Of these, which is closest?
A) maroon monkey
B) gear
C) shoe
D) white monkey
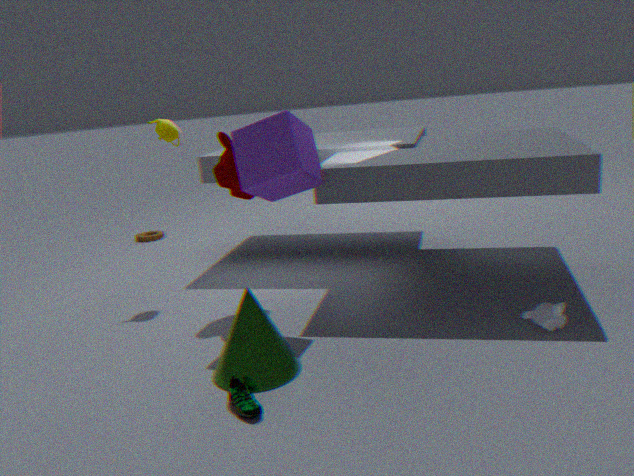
shoe
